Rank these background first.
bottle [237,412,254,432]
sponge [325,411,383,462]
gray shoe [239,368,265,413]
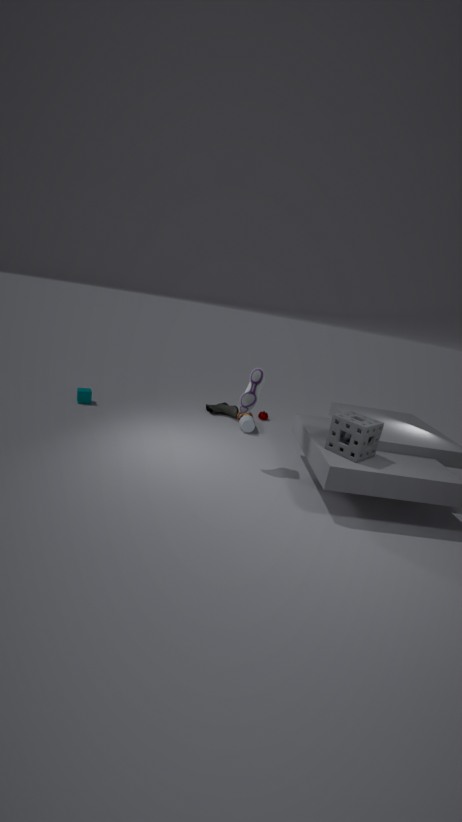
bottle [237,412,254,432] < gray shoe [239,368,265,413] < sponge [325,411,383,462]
